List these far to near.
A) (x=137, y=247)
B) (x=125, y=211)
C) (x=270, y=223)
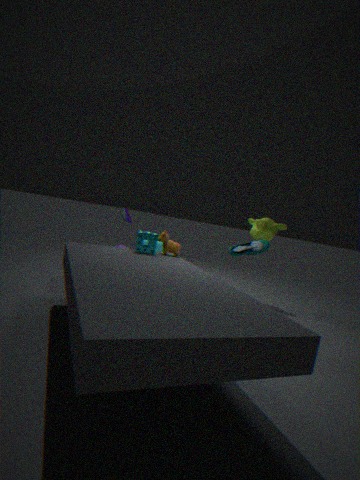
1. (x=270, y=223)
2. (x=125, y=211)
3. (x=137, y=247)
